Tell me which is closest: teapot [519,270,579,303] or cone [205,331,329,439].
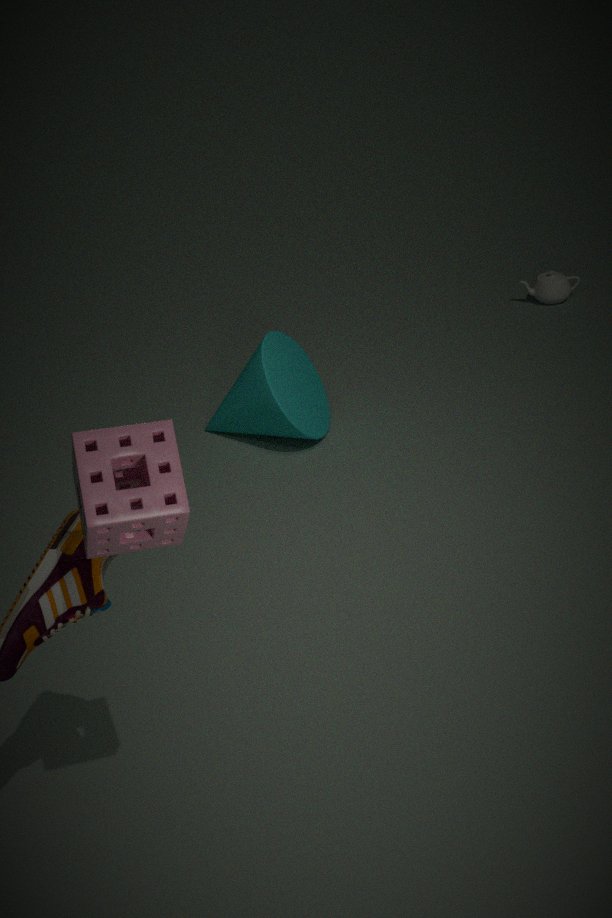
cone [205,331,329,439]
